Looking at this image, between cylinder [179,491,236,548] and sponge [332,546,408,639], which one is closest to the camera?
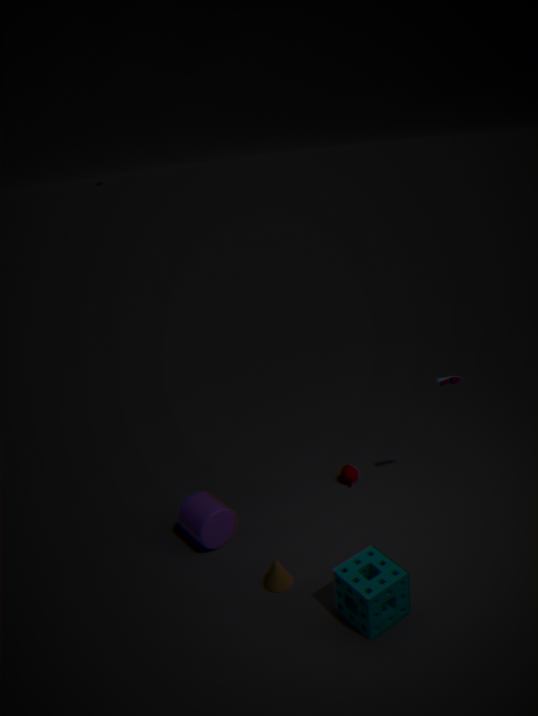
sponge [332,546,408,639]
